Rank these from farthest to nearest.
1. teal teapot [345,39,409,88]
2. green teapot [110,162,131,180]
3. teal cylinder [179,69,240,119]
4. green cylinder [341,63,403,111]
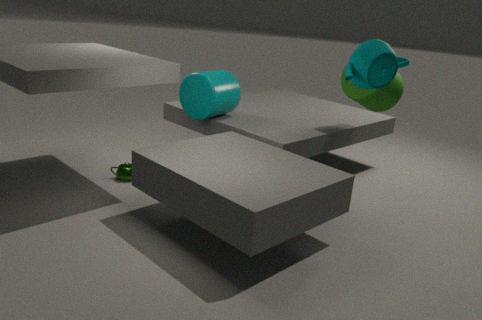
green teapot [110,162,131,180]
teal cylinder [179,69,240,119]
green cylinder [341,63,403,111]
teal teapot [345,39,409,88]
